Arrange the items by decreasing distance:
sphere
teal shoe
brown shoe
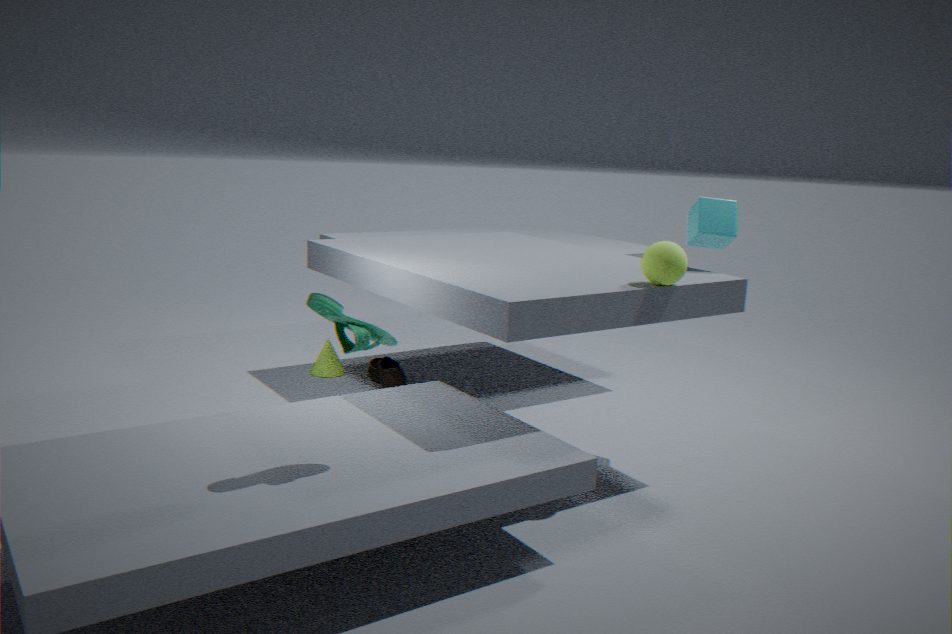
brown shoe
sphere
teal shoe
